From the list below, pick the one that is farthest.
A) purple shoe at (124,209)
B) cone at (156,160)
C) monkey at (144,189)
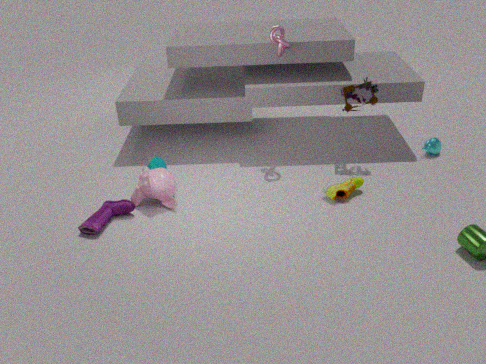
cone at (156,160)
